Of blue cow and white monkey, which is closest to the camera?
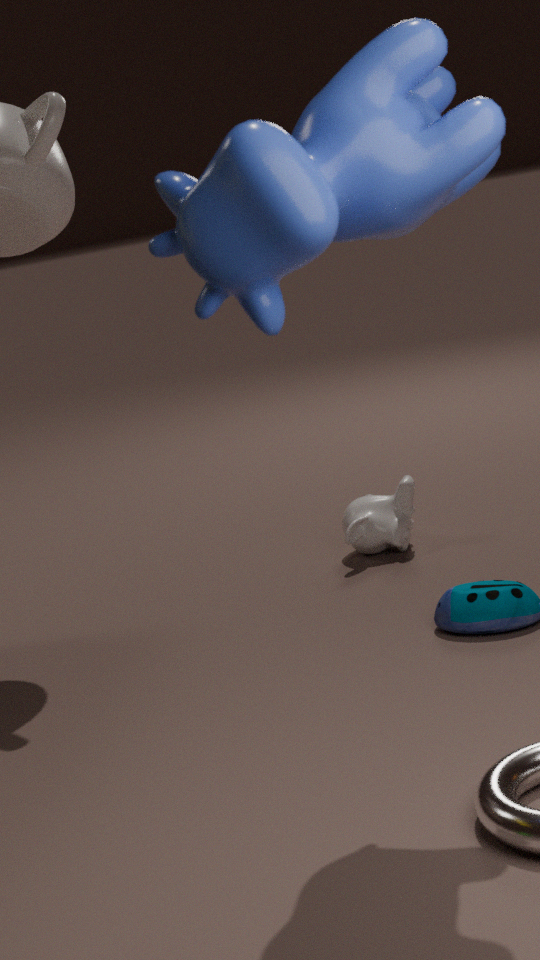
blue cow
